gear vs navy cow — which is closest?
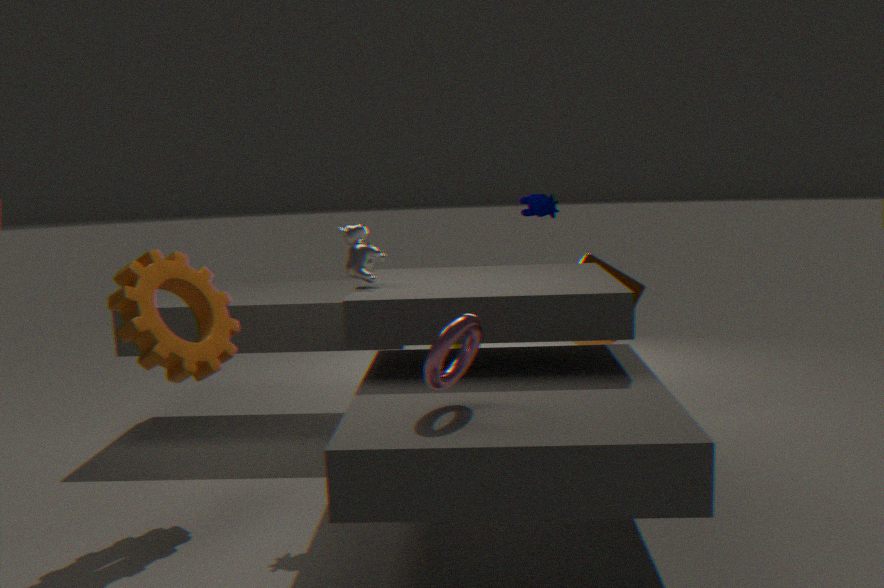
gear
